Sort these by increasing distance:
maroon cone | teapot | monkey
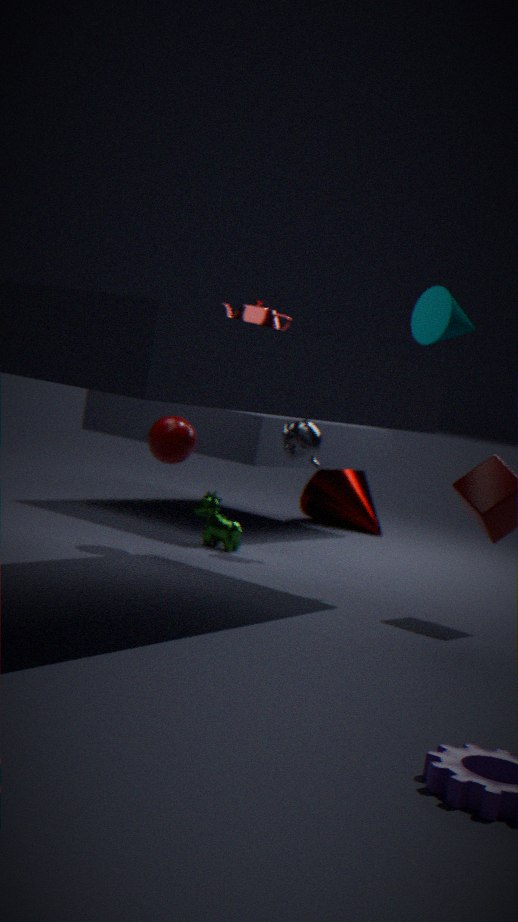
teapot < monkey < maroon cone
